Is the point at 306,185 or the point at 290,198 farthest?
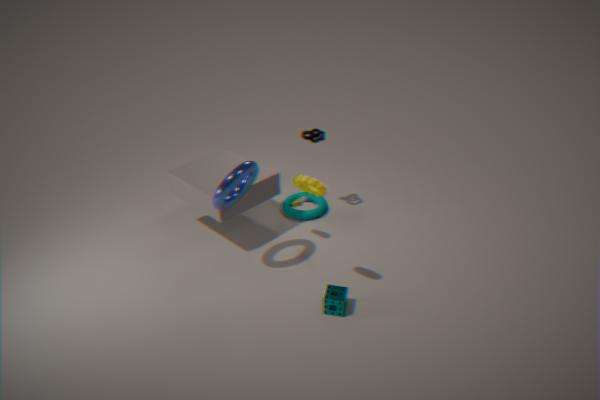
the point at 290,198
